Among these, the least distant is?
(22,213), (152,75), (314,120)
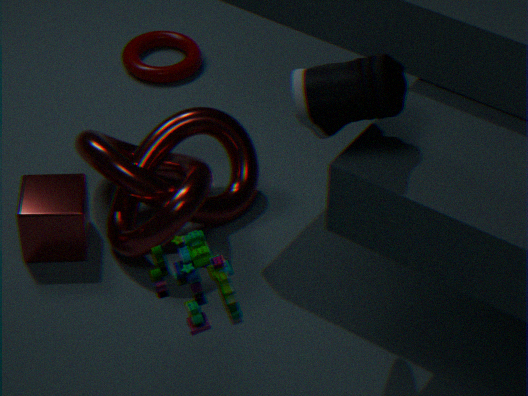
(314,120)
